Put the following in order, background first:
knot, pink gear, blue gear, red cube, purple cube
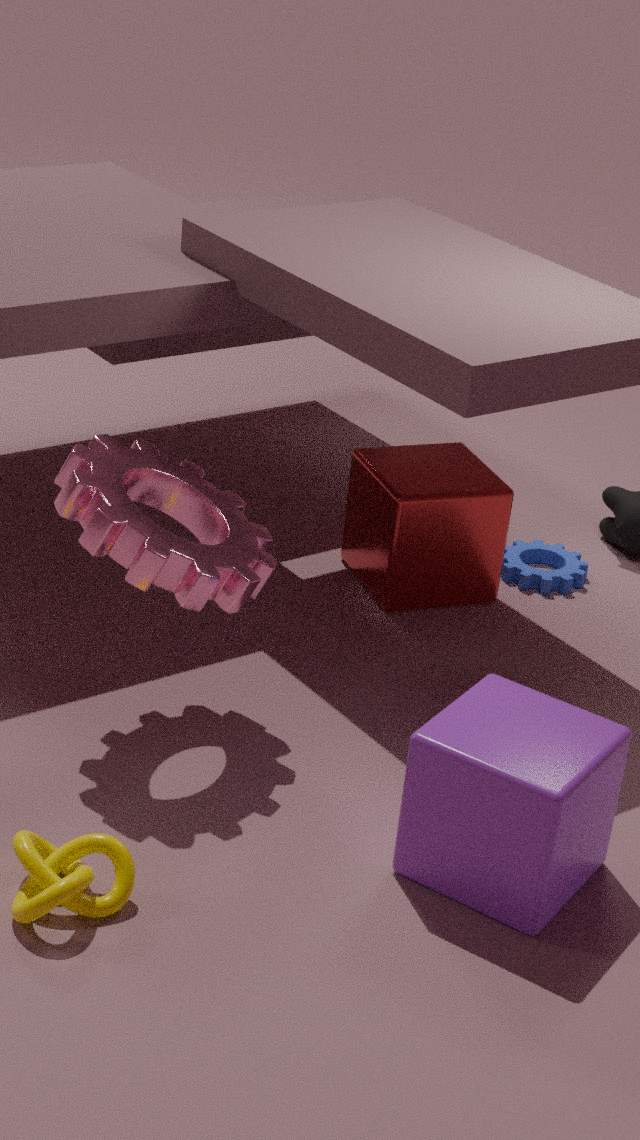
blue gear, red cube, pink gear, purple cube, knot
